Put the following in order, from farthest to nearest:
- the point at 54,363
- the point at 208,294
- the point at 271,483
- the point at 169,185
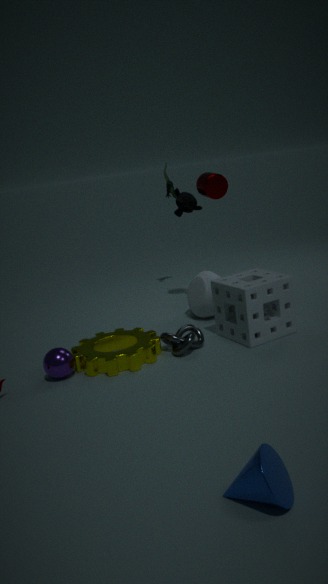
1. the point at 169,185
2. the point at 208,294
3. the point at 54,363
4. the point at 271,483
